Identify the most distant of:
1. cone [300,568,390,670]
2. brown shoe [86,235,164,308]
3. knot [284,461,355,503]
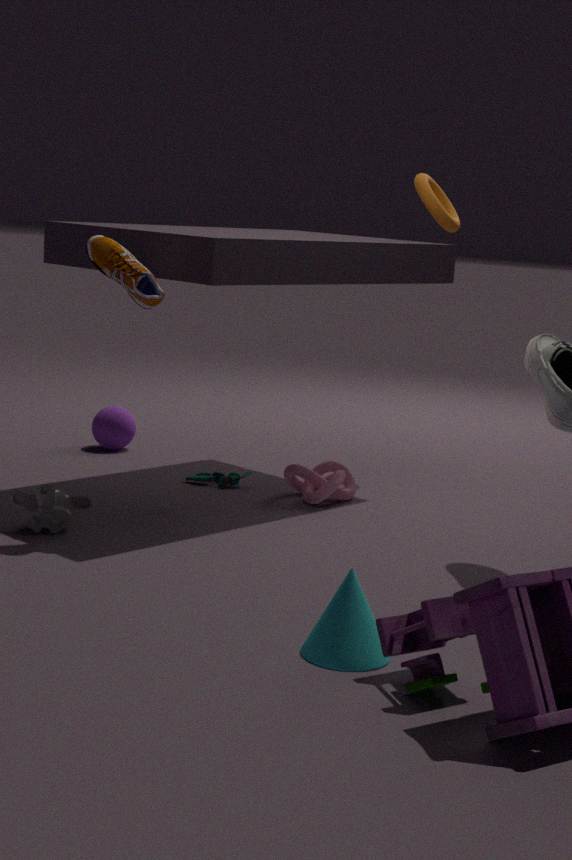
knot [284,461,355,503]
